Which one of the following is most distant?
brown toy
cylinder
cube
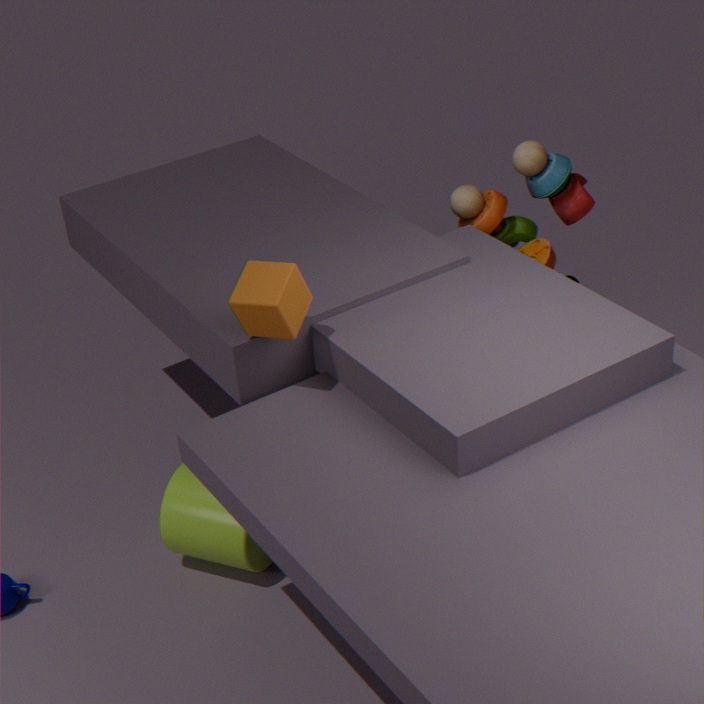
brown toy
